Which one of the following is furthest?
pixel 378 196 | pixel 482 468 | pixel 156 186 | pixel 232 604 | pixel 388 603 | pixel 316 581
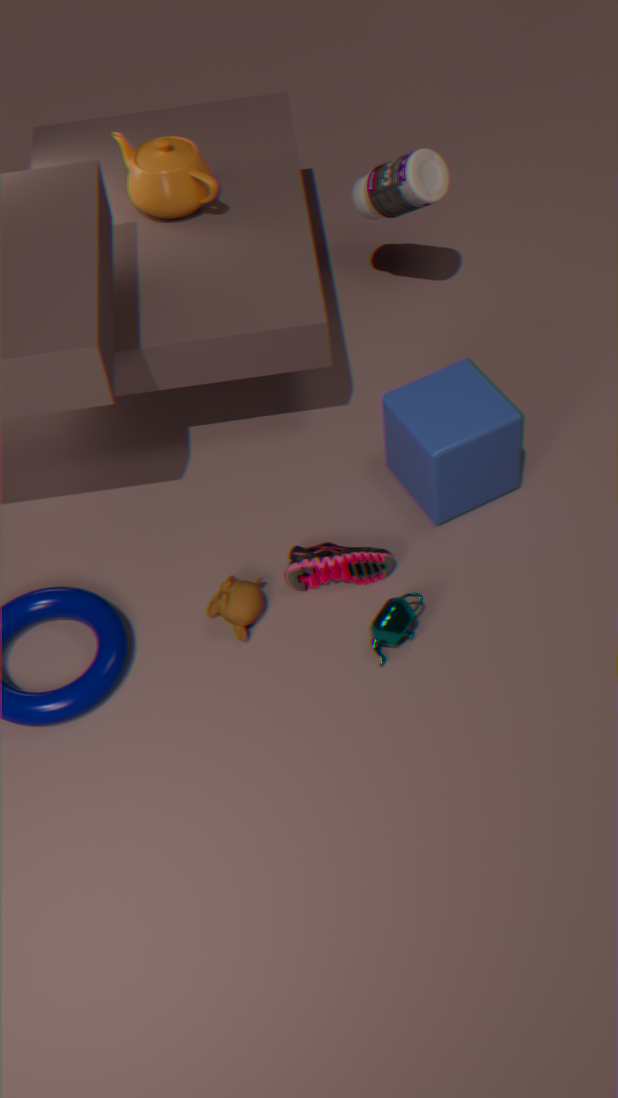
pixel 378 196
